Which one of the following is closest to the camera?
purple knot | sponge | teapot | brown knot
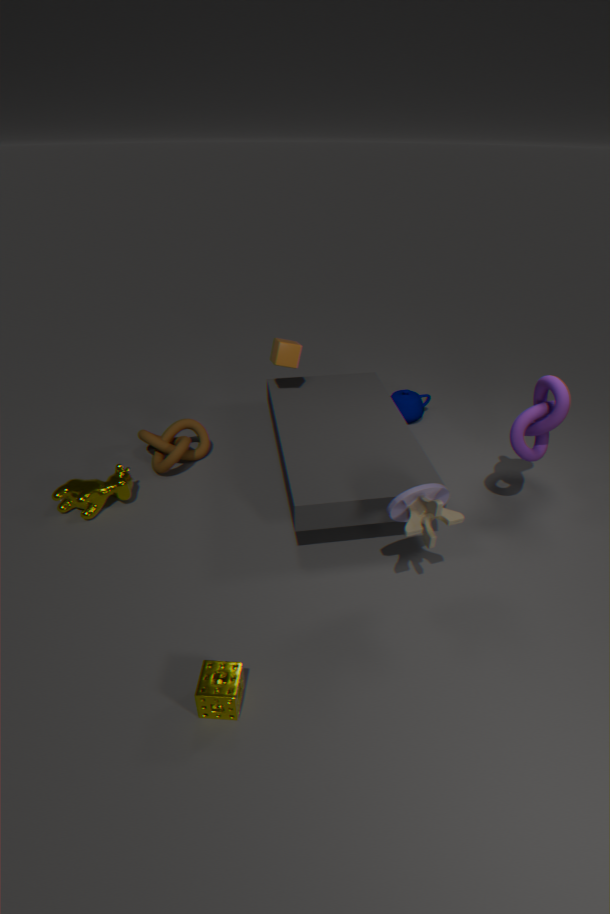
sponge
